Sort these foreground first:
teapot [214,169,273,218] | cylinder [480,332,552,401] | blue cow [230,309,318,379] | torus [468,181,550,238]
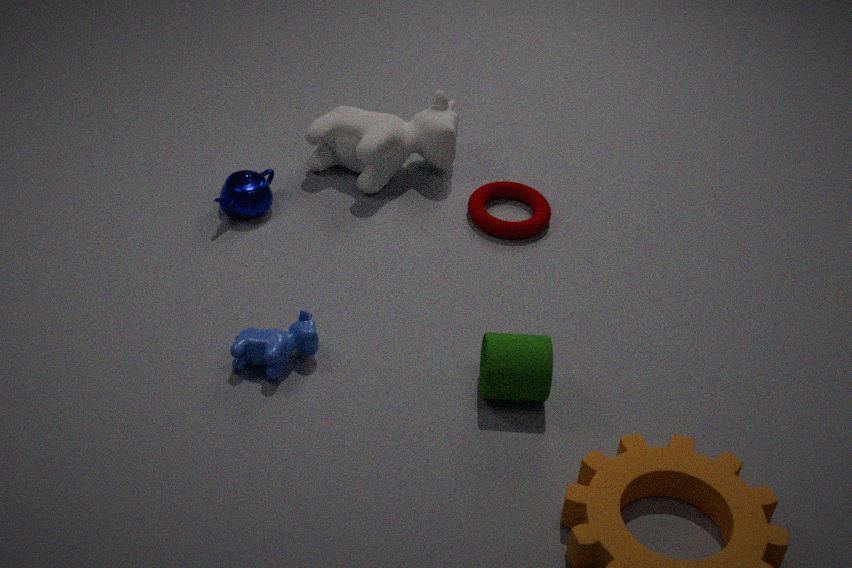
cylinder [480,332,552,401]
blue cow [230,309,318,379]
teapot [214,169,273,218]
torus [468,181,550,238]
